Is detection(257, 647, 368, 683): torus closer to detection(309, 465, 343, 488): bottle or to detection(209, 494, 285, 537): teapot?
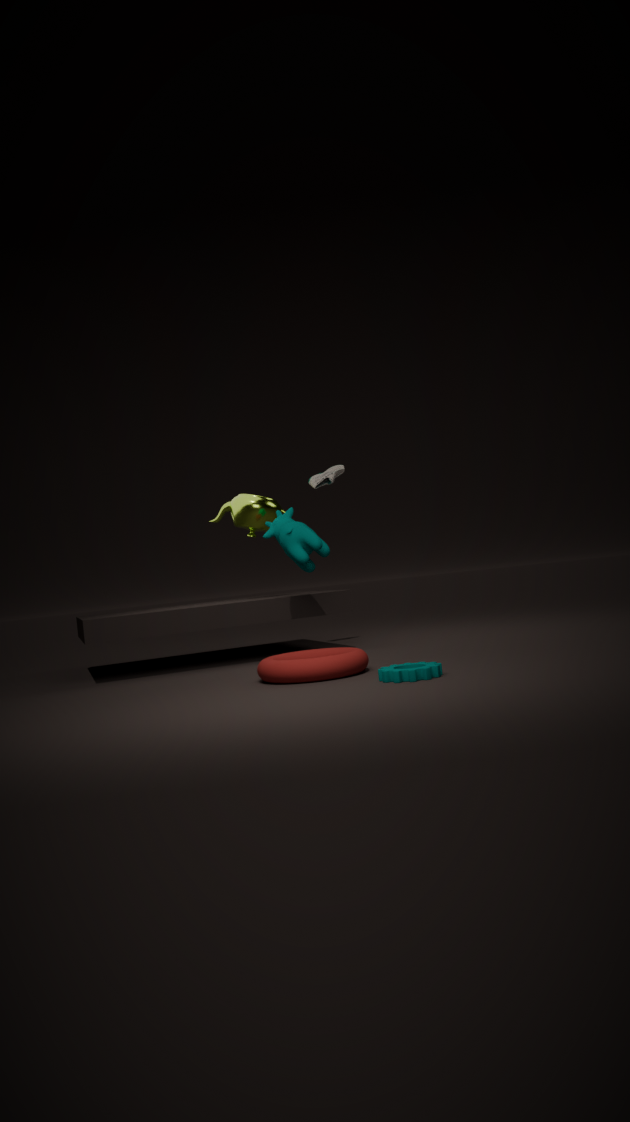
detection(209, 494, 285, 537): teapot
